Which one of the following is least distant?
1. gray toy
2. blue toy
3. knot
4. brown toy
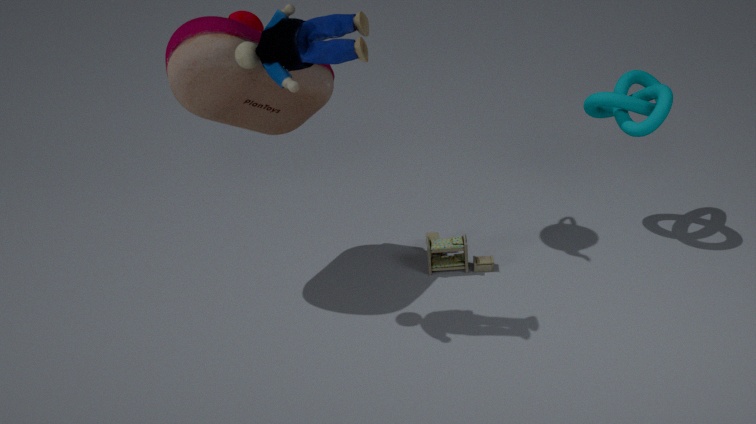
blue toy
